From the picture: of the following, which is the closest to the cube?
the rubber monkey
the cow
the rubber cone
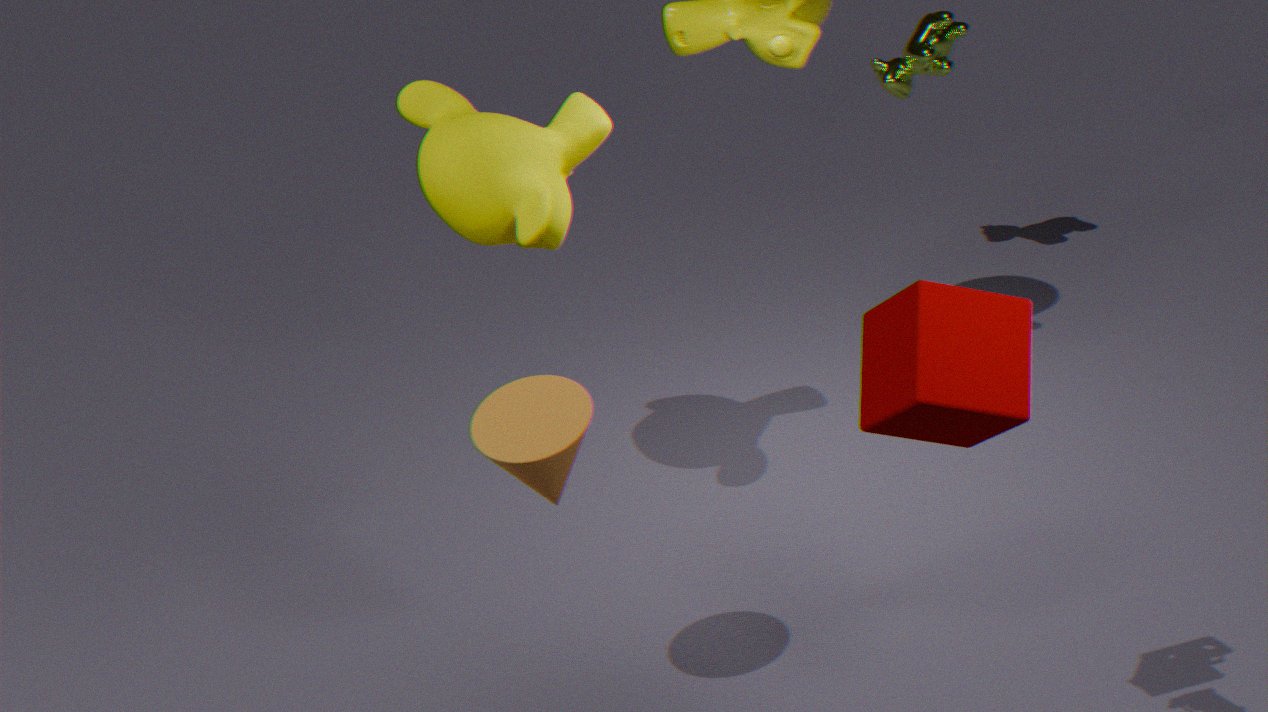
the rubber cone
